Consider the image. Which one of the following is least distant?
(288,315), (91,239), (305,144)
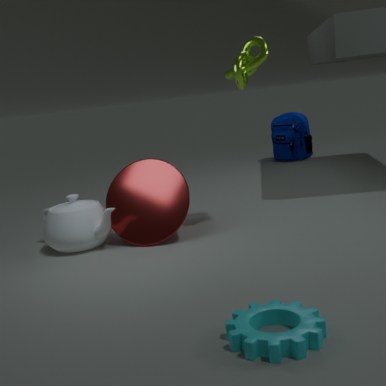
(288,315)
